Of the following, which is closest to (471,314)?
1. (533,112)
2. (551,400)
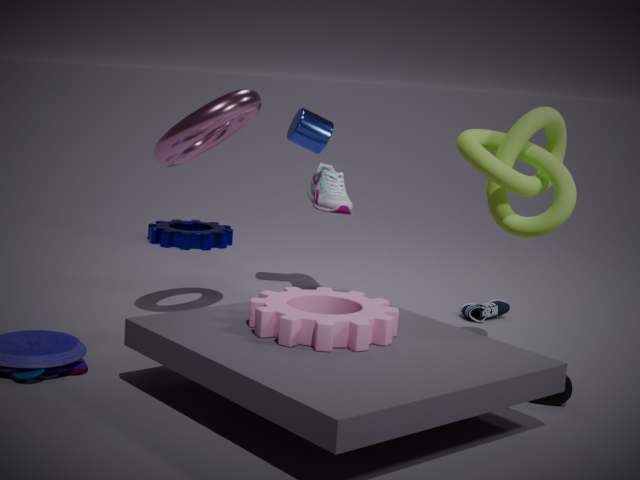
(551,400)
